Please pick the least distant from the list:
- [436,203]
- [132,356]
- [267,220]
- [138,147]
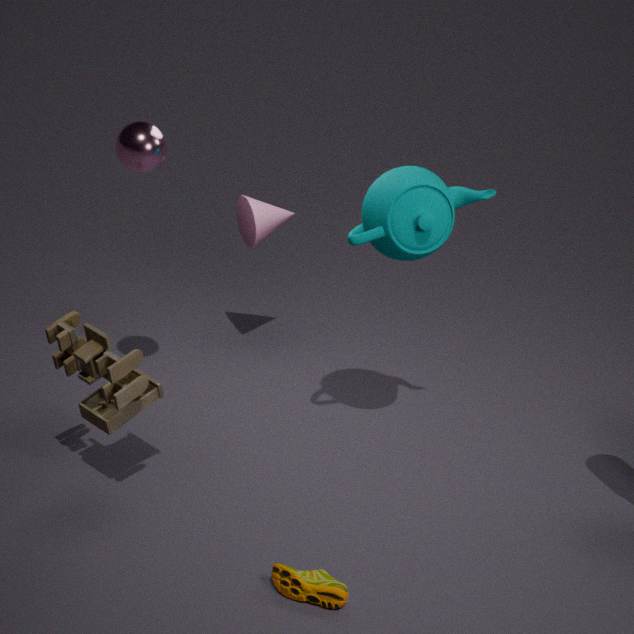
[132,356]
